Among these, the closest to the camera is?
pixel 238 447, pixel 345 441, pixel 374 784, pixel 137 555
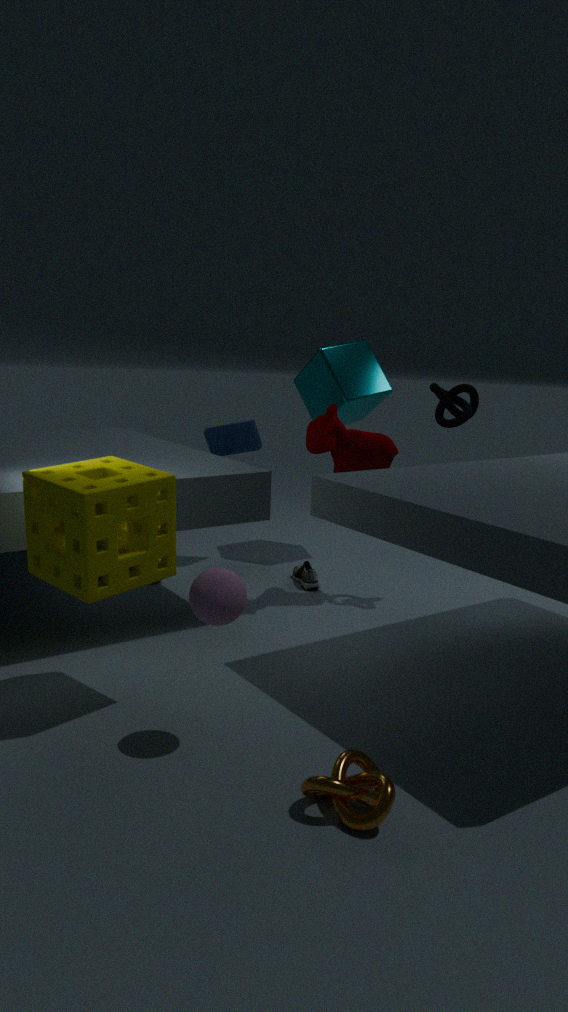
pixel 374 784
